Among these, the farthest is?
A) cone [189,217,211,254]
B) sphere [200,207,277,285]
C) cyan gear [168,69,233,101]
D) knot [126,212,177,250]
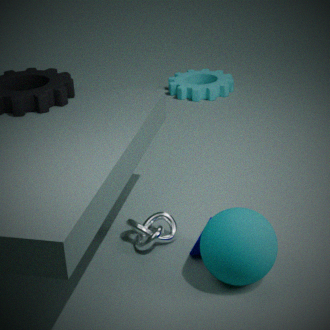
cyan gear [168,69,233,101]
